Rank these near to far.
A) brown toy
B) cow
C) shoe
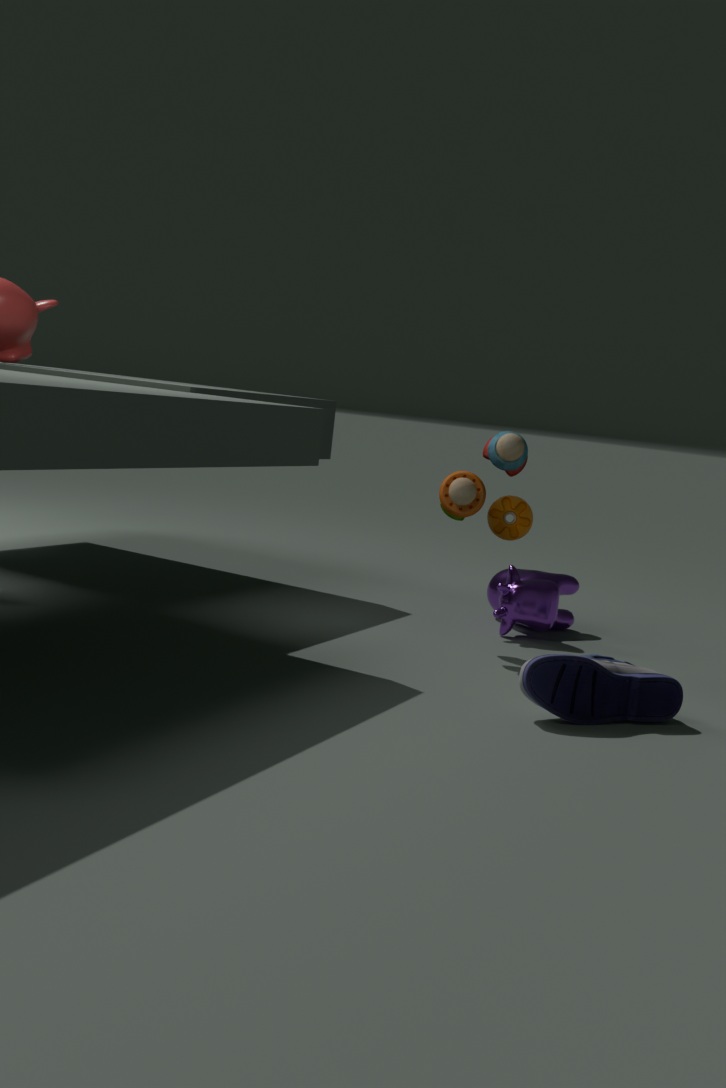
shoe → brown toy → cow
